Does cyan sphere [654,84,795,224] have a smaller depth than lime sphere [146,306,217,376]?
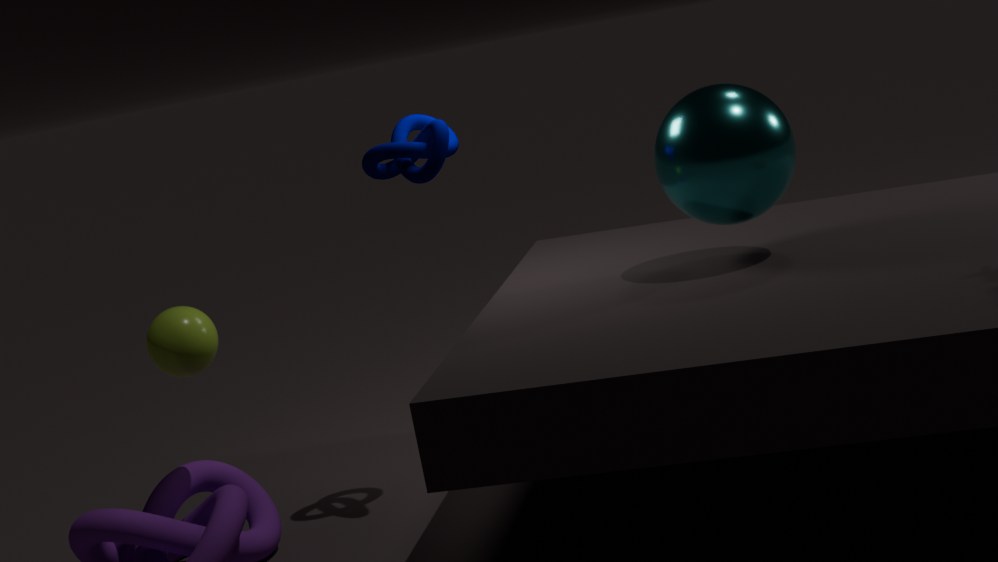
Yes
